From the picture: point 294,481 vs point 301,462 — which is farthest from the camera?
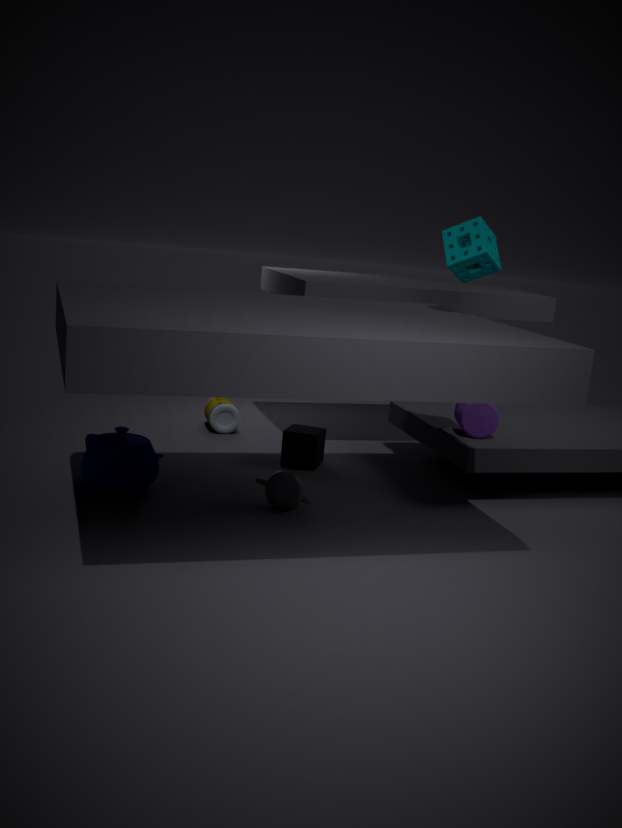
point 301,462
